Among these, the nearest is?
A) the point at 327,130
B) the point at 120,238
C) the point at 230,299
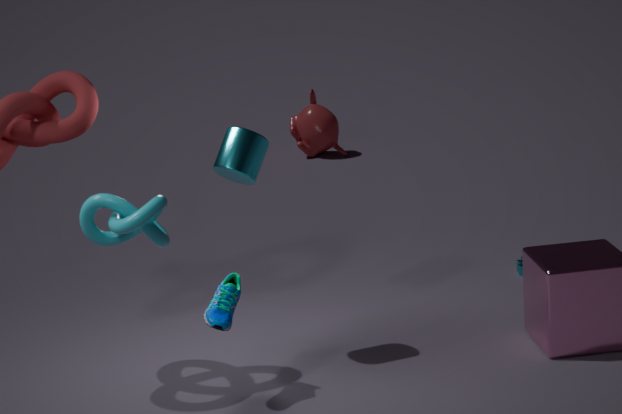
the point at 120,238
